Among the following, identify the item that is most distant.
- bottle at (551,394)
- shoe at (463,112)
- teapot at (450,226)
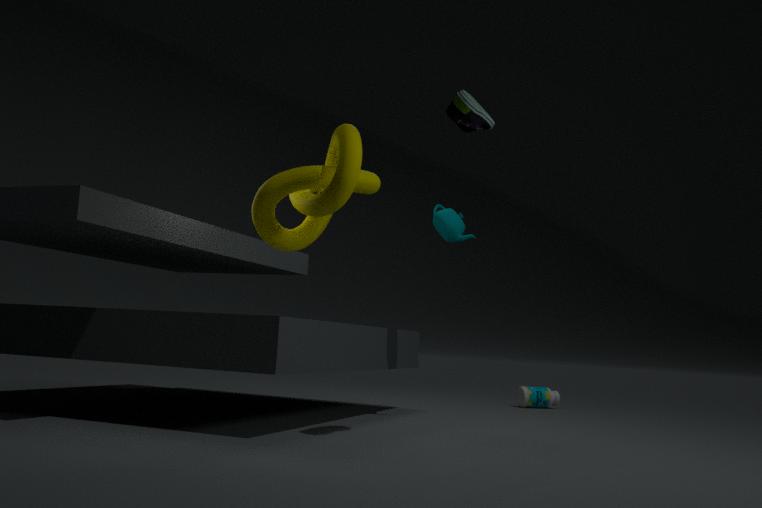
bottle at (551,394)
